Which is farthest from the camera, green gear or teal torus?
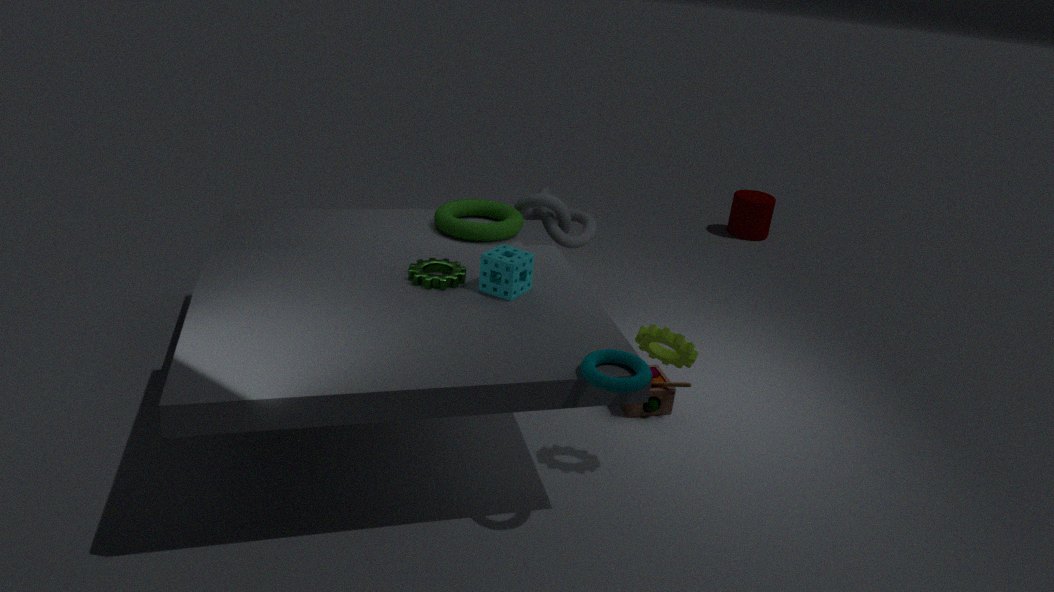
green gear
